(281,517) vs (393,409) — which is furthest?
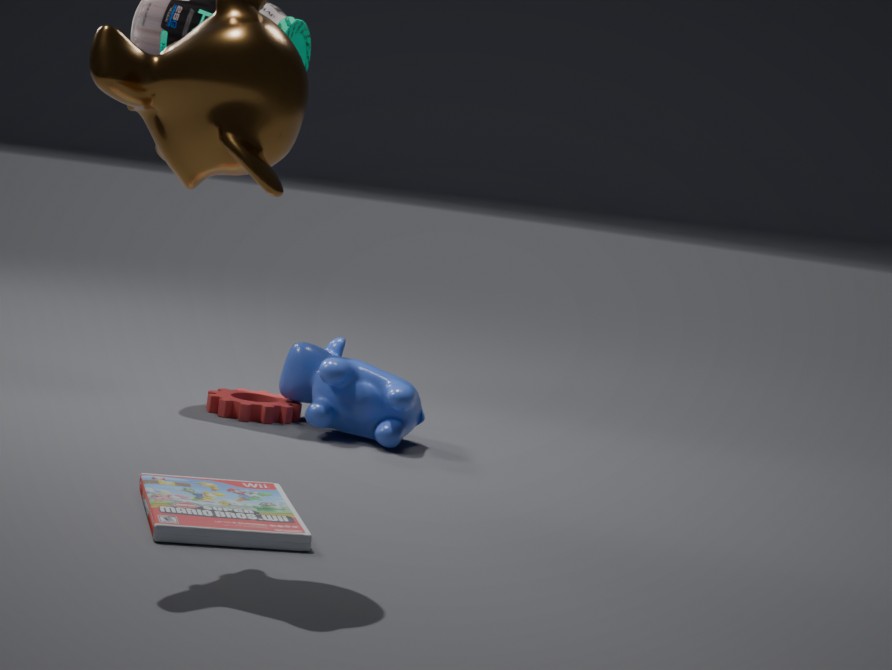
(393,409)
